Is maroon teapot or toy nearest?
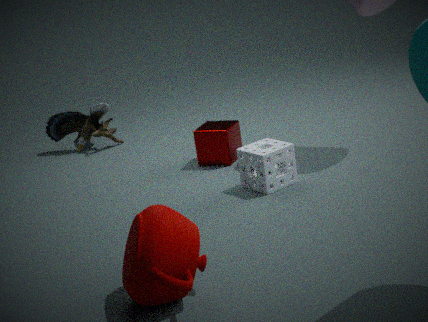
maroon teapot
